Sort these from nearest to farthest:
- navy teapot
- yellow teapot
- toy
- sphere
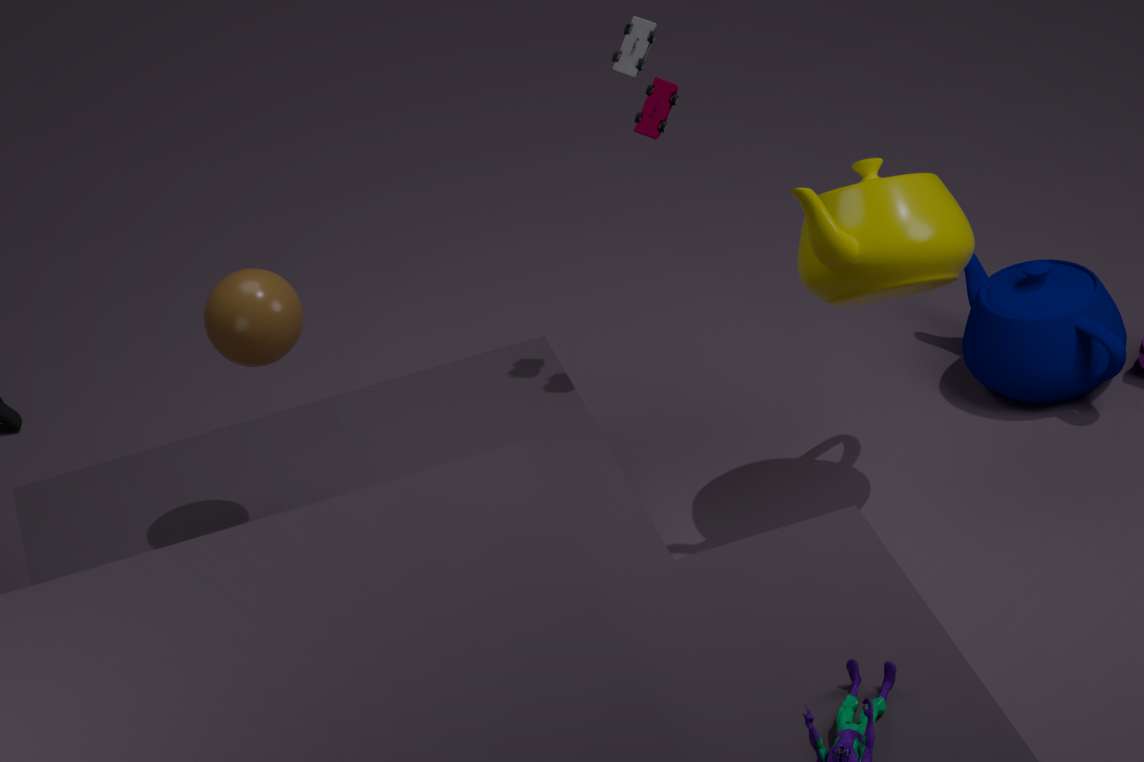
sphere → yellow teapot → toy → navy teapot
